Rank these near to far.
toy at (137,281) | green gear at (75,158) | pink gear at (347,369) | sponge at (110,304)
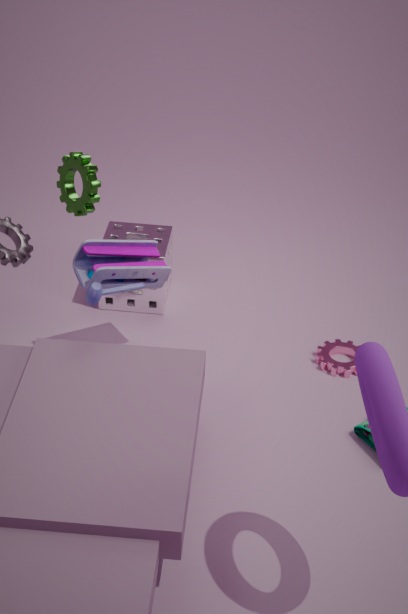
green gear at (75,158)
toy at (137,281)
pink gear at (347,369)
sponge at (110,304)
